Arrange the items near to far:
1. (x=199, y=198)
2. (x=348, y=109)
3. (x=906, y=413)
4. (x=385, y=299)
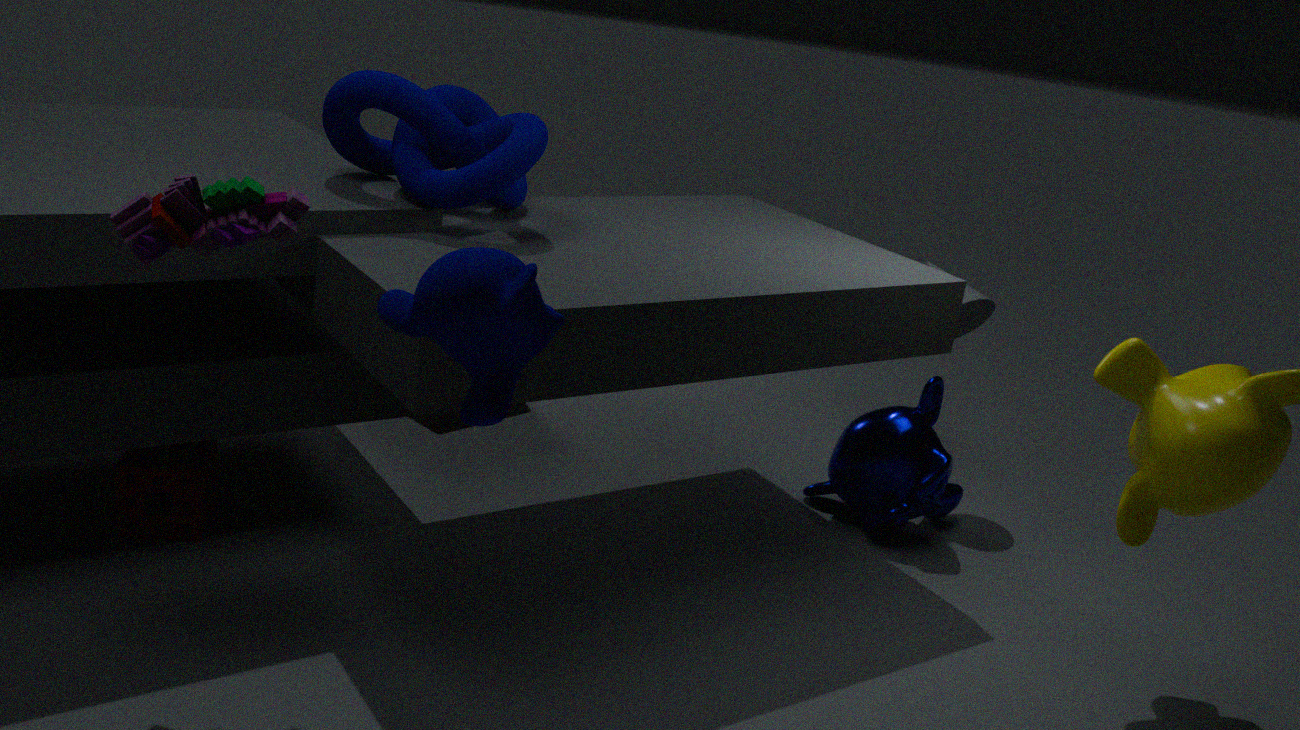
(x=385, y=299)
(x=199, y=198)
(x=348, y=109)
(x=906, y=413)
